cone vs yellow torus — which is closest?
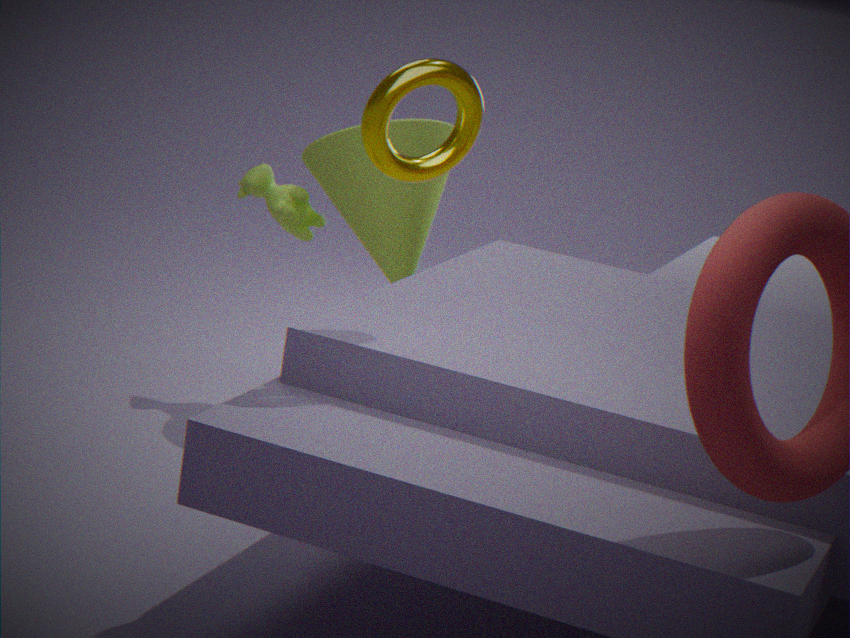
yellow torus
